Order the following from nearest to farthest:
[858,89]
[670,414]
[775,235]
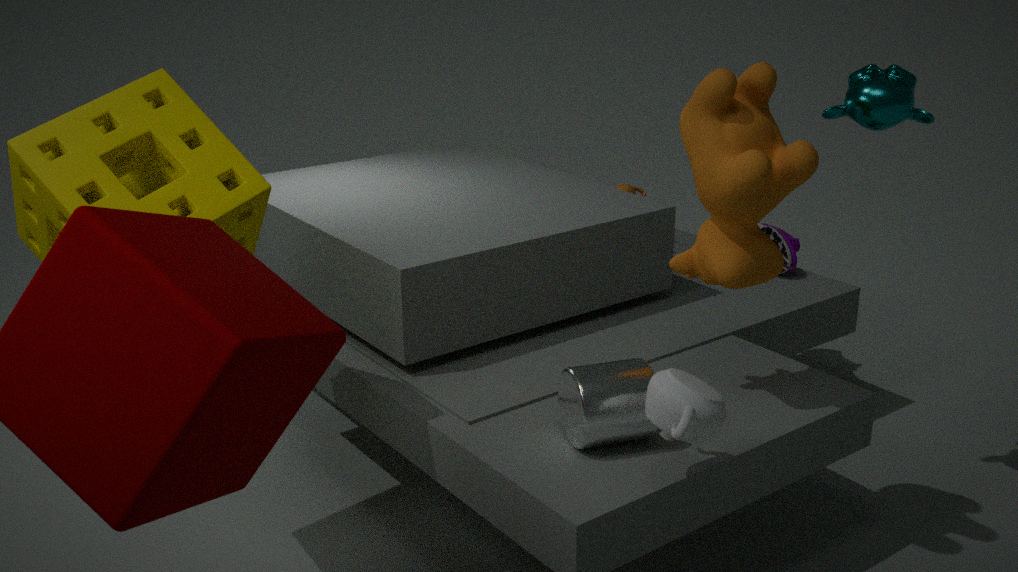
[670,414]
[858,89]
[775,235]
